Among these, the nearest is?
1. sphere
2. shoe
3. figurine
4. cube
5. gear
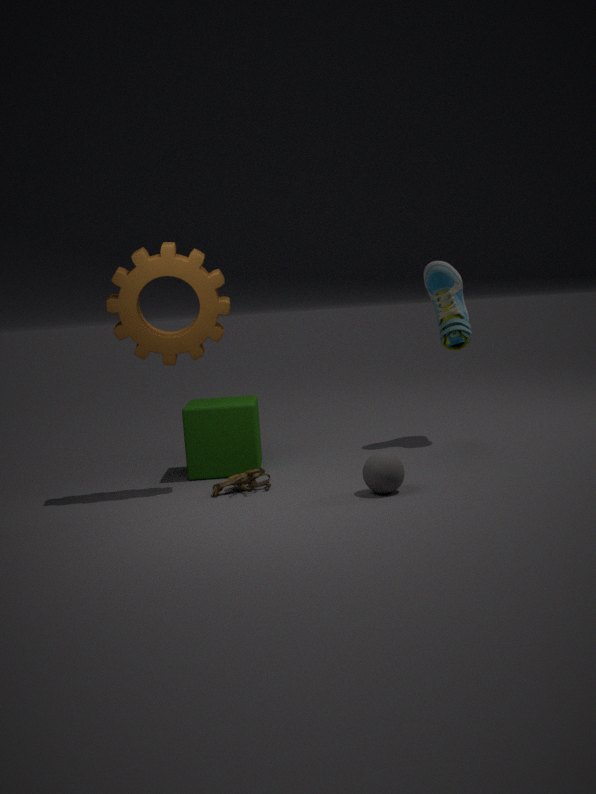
sphere
